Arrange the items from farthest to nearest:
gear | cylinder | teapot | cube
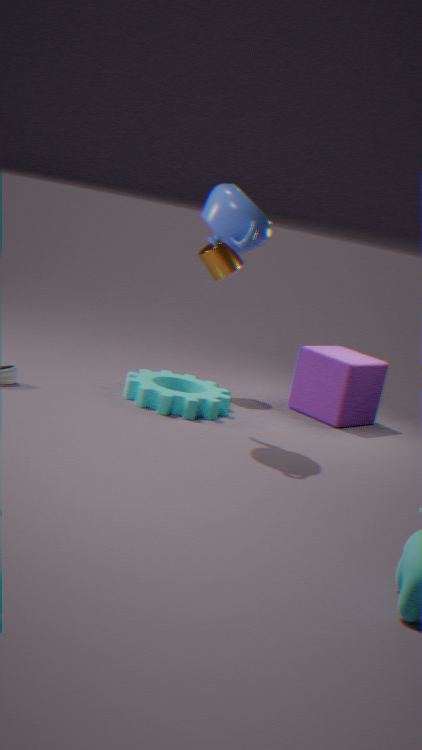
cylinder
cube
gear
teapot
